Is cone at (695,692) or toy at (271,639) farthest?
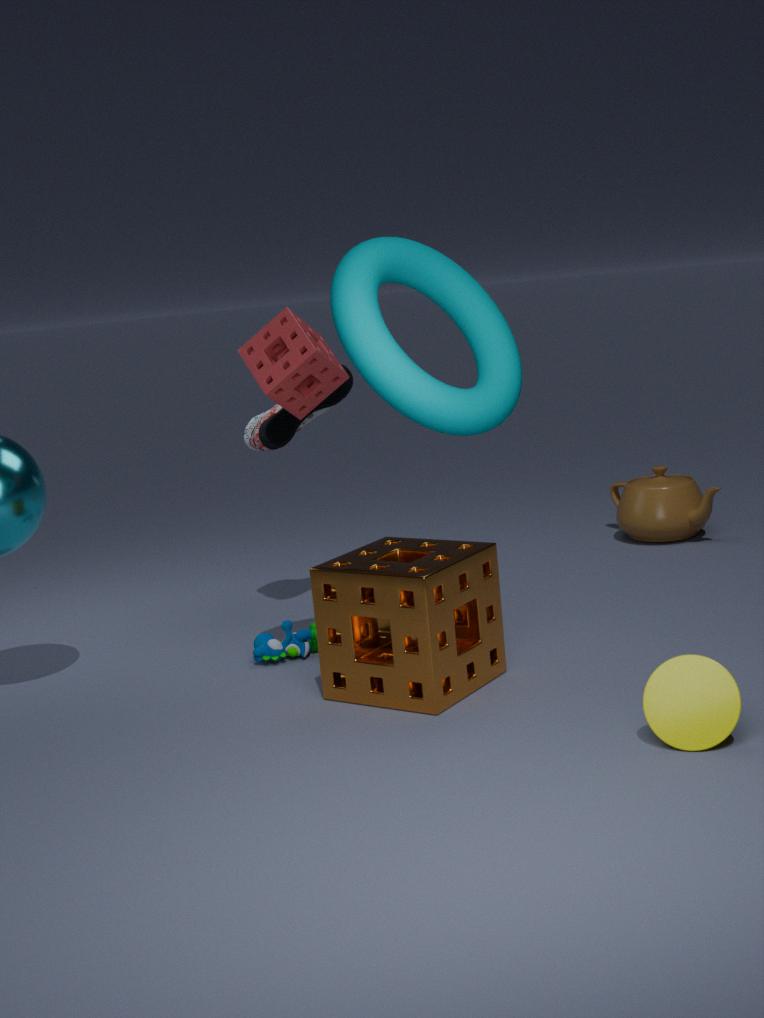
toy at (271,639)
